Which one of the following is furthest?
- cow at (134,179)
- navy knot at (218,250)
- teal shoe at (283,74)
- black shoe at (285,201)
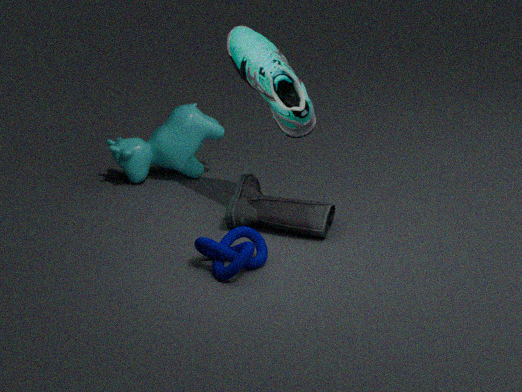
cow at (134,179)
